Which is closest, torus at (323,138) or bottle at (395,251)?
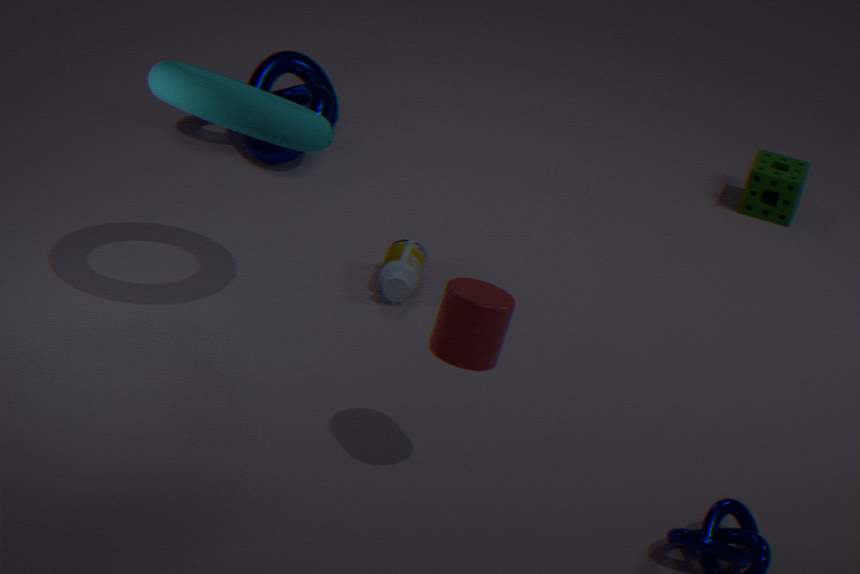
torus at (323,138)
